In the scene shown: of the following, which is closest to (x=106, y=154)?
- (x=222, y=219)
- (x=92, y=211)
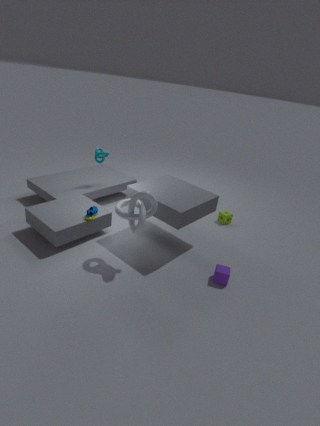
(x=92, y=211)
